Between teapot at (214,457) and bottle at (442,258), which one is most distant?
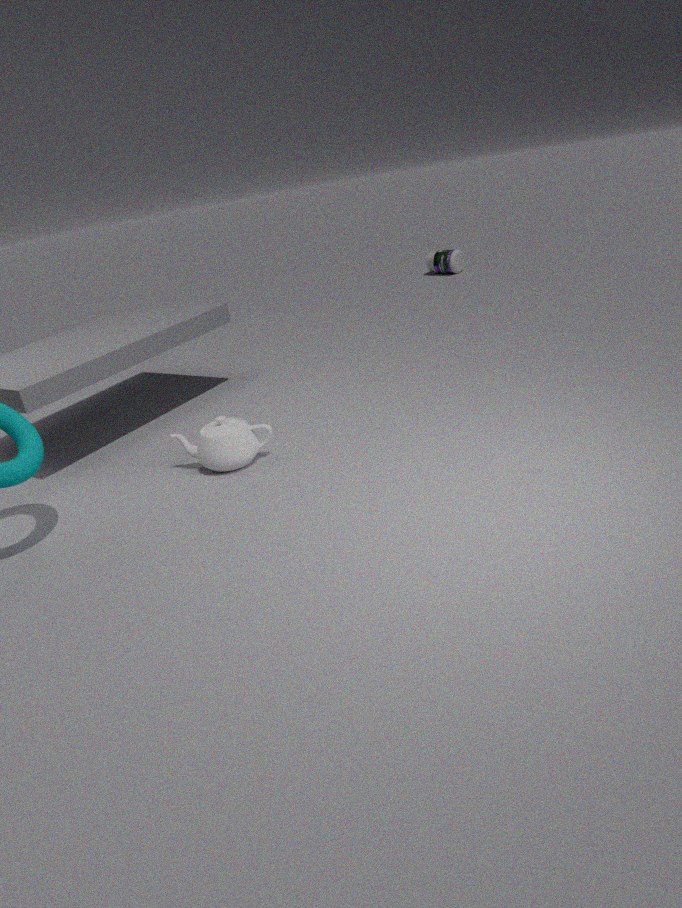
bottle at (442,258)
